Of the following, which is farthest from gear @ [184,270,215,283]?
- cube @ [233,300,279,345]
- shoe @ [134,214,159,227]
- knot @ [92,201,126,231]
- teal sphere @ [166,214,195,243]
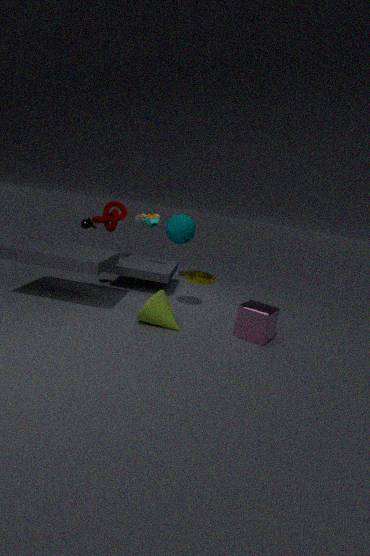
cube @ [233,300,279,345]
